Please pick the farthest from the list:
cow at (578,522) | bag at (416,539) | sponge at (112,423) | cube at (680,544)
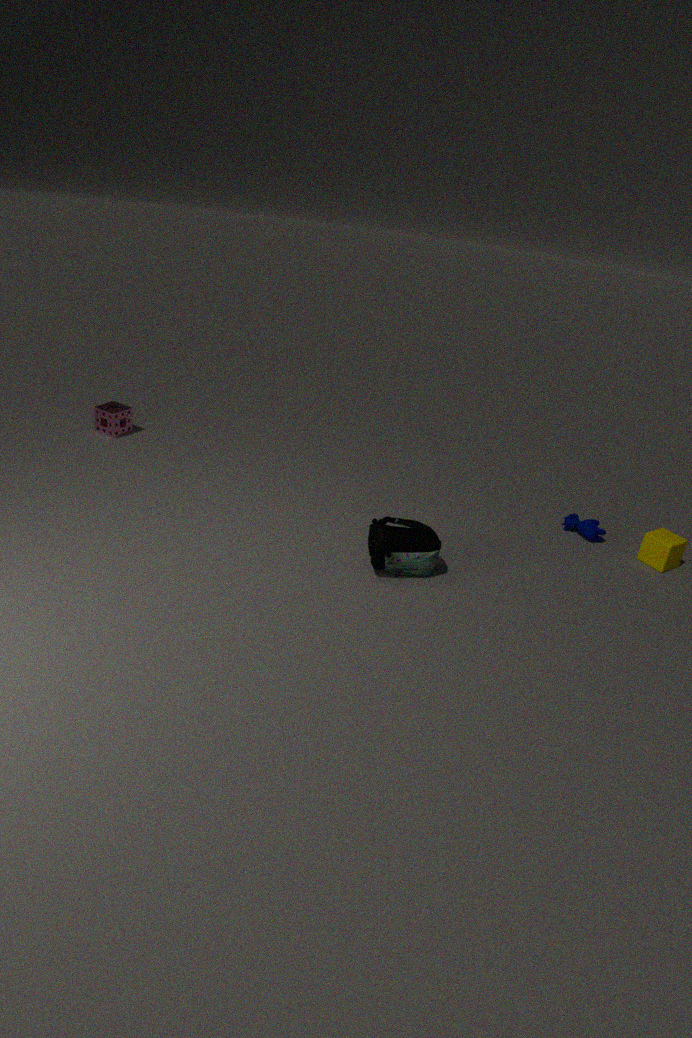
sponge at (112,423)
